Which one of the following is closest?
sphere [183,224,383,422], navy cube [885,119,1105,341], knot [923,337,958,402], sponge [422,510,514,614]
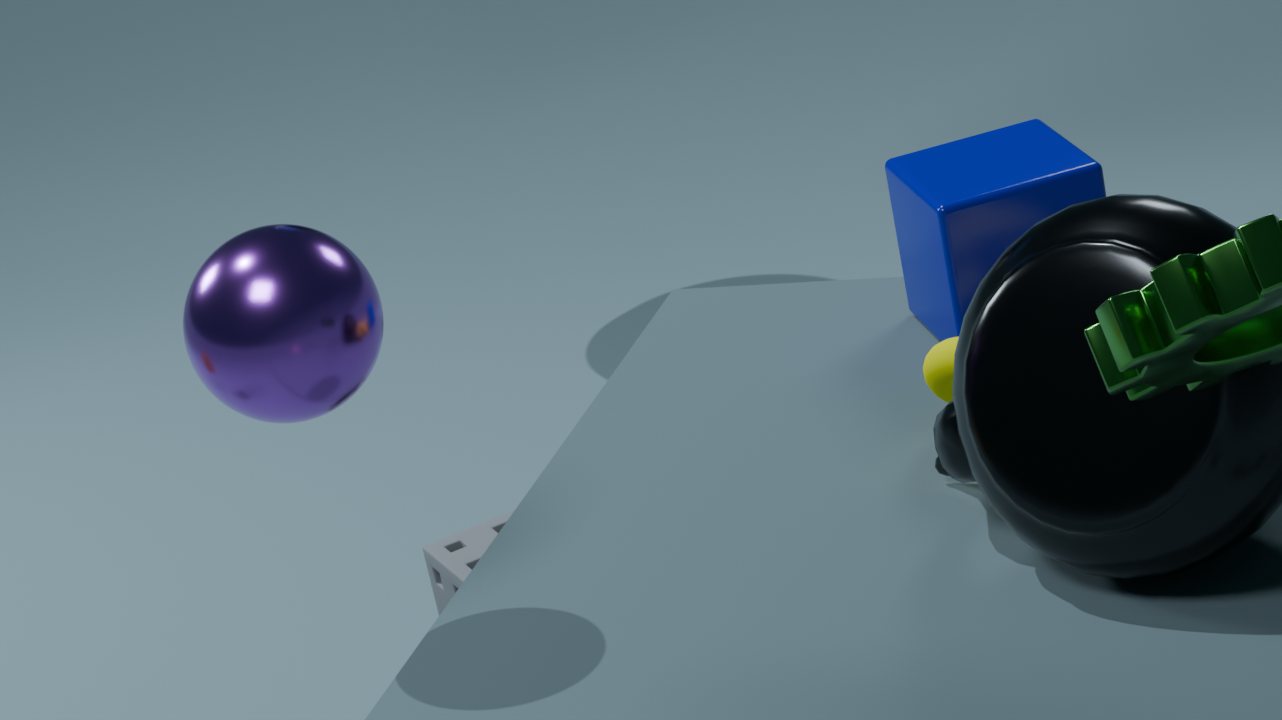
sphere [183,224,383,422]
